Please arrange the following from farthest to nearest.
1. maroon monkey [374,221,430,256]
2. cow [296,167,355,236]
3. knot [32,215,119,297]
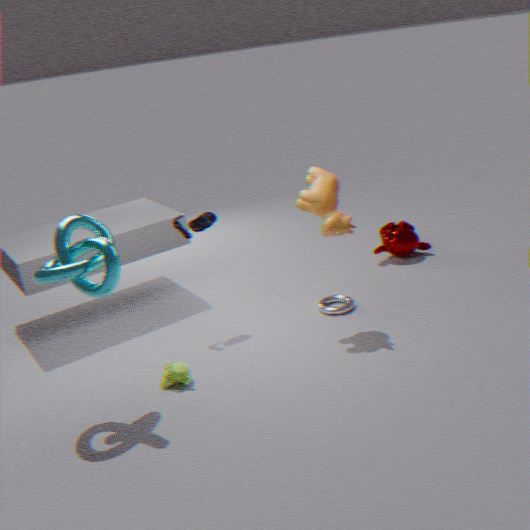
maroon monkey [374,221,430,256], cow [296,167,355,236], knot [32,215,119,297]
